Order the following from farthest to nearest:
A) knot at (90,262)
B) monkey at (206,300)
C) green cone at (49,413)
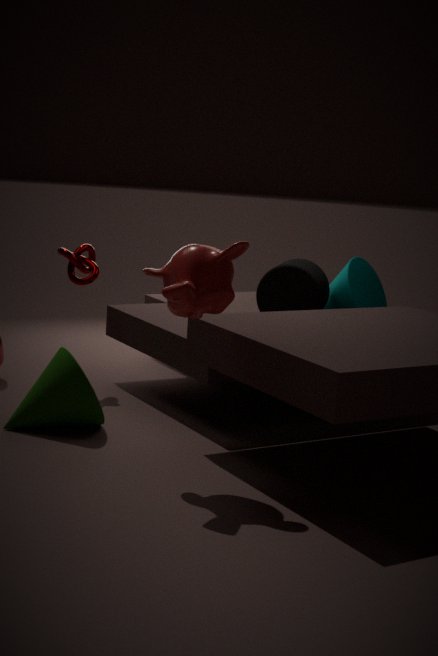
1. knot at (90,262)
2. green cone at (49,413)
3. monkey at (206,300)
